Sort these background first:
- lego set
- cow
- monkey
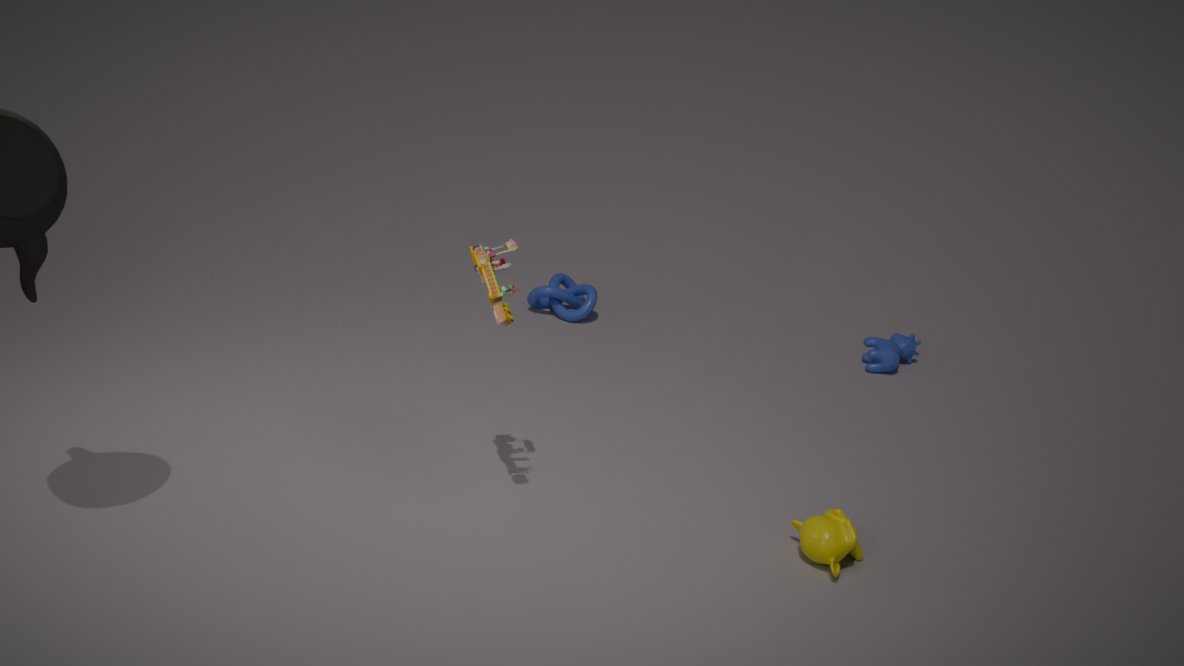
cow, monkey, lego set
